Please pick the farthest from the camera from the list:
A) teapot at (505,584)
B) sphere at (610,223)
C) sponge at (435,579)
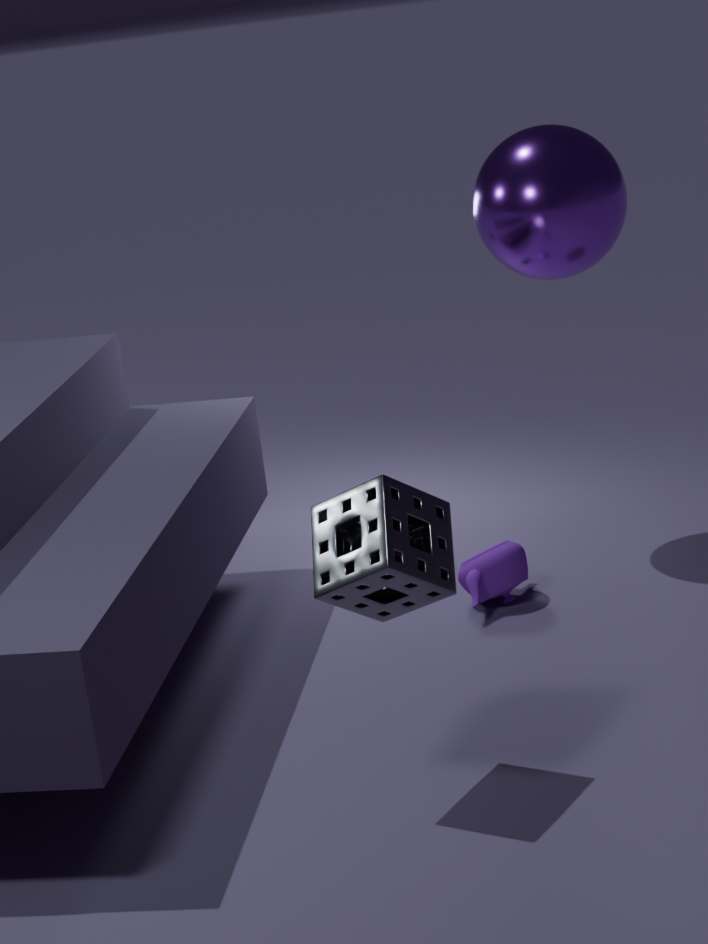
teapot at (505,584)
